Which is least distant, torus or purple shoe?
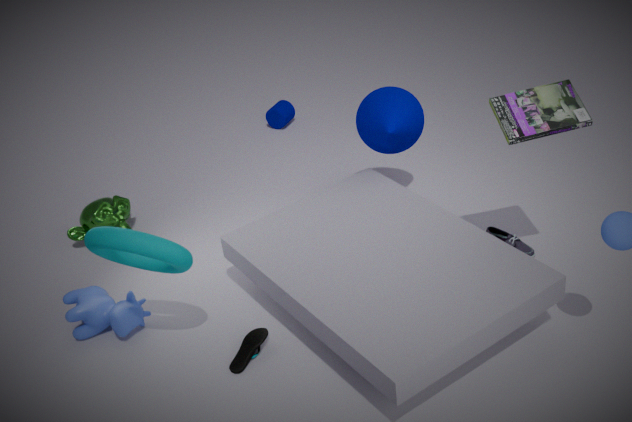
torus
